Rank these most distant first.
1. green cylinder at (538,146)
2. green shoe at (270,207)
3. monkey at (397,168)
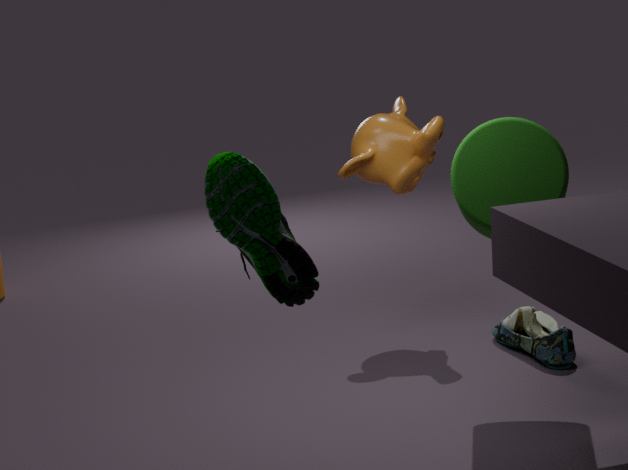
monkey at (397,168) → green cylinder at (538,146) → green shoe at (270,207)
